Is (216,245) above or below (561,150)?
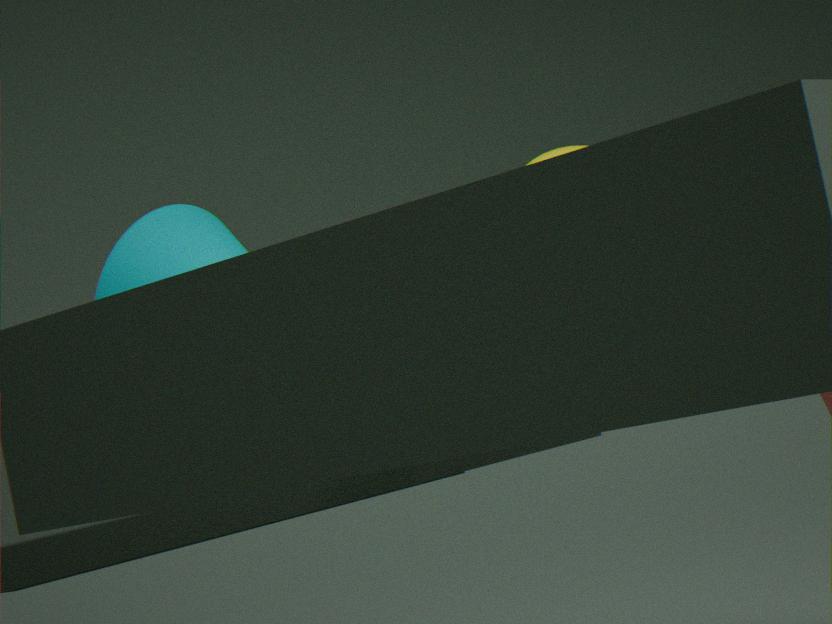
above
